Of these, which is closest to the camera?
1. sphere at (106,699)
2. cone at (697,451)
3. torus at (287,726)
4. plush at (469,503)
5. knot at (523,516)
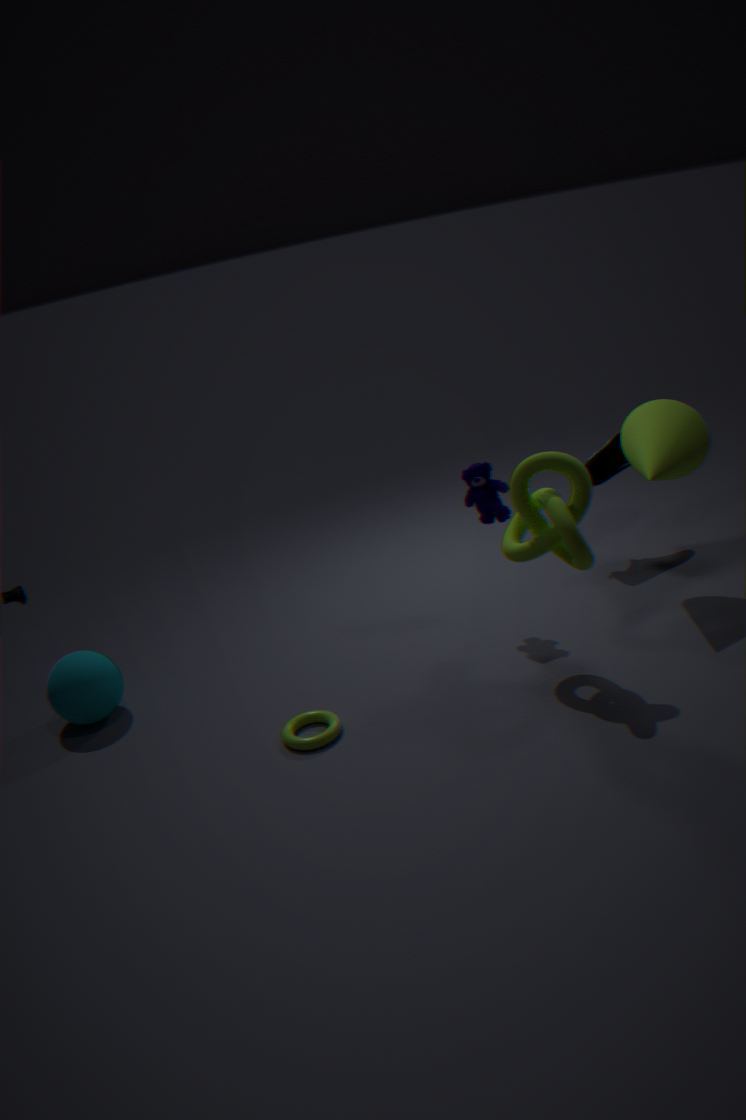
knot at (523,516)
